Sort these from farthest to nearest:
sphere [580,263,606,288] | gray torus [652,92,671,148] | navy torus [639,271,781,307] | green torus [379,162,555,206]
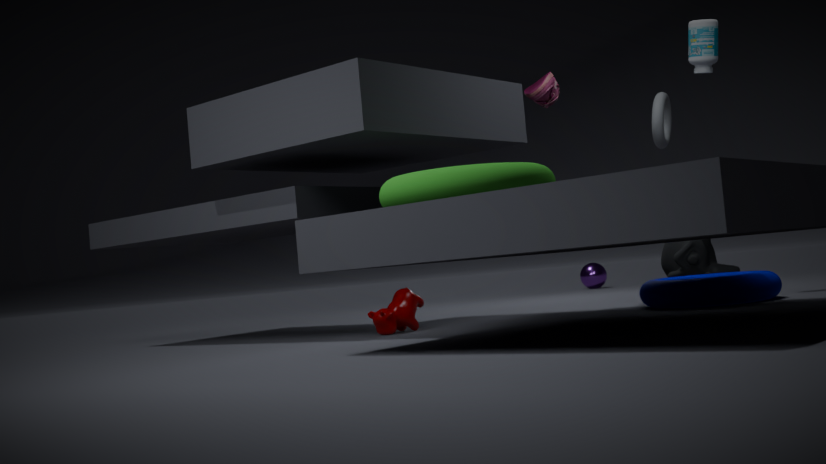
sphere [580,263,606,288], gray torus [652,92,671,148], navy torus [639,271,781,307], green torus [379,162,555,206]
